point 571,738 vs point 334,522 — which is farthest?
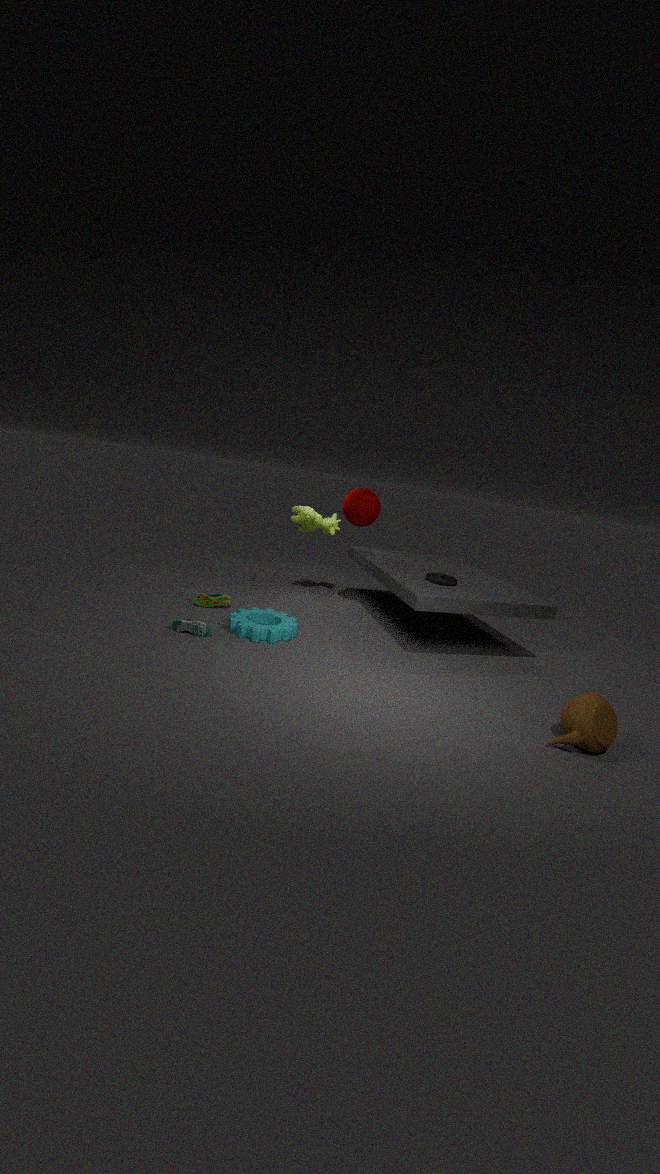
point 334,522
